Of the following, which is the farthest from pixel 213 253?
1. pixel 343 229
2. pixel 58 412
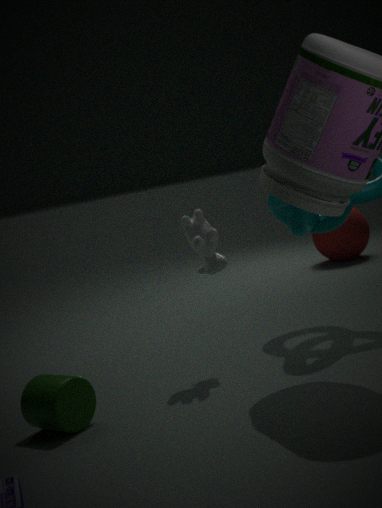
pixel 343 229
